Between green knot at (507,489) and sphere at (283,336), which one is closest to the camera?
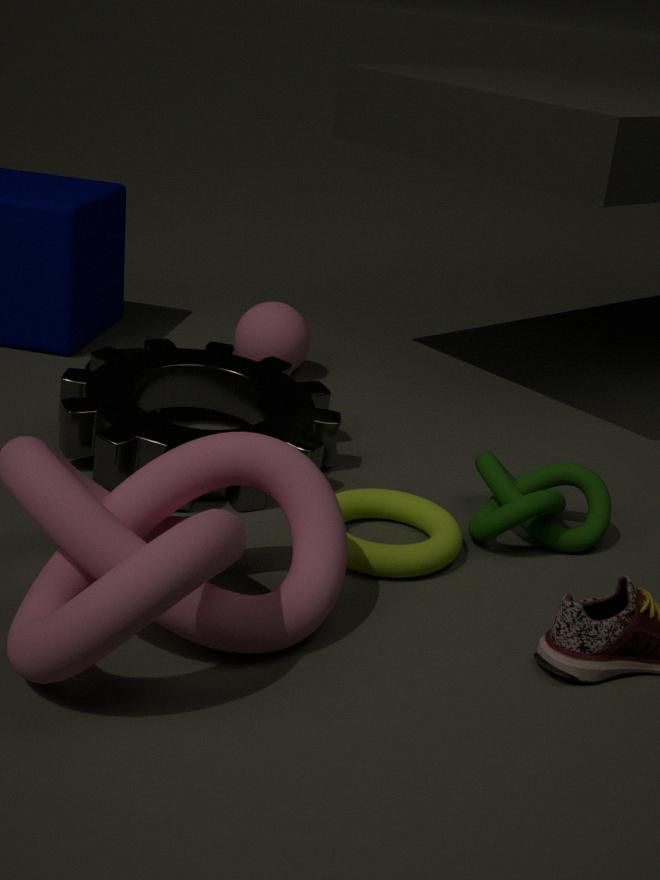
green knot at (507,489)
